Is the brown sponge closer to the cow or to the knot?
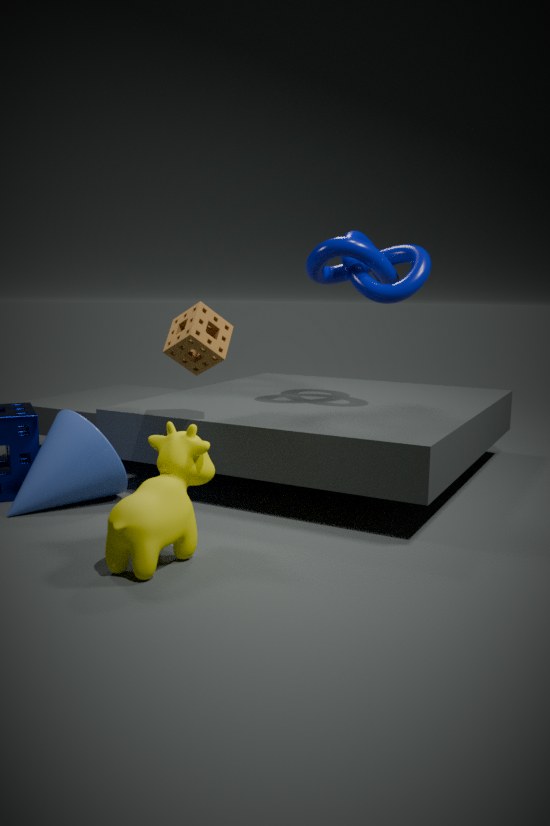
the cow
